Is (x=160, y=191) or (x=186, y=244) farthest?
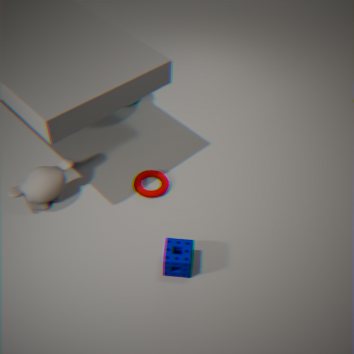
(x=160, y=191)
